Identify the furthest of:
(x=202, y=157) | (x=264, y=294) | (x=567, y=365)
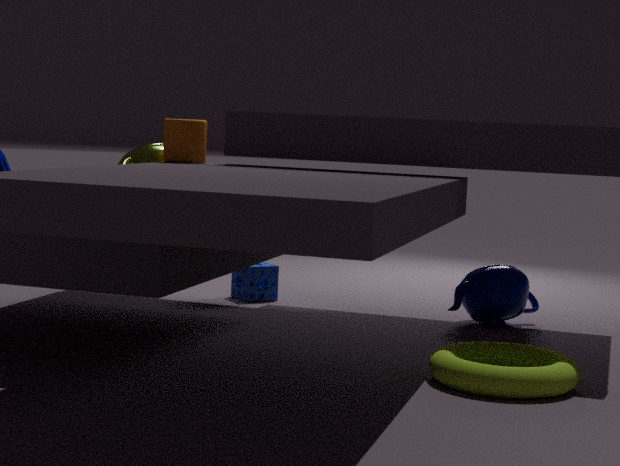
(x=264, y=294)
